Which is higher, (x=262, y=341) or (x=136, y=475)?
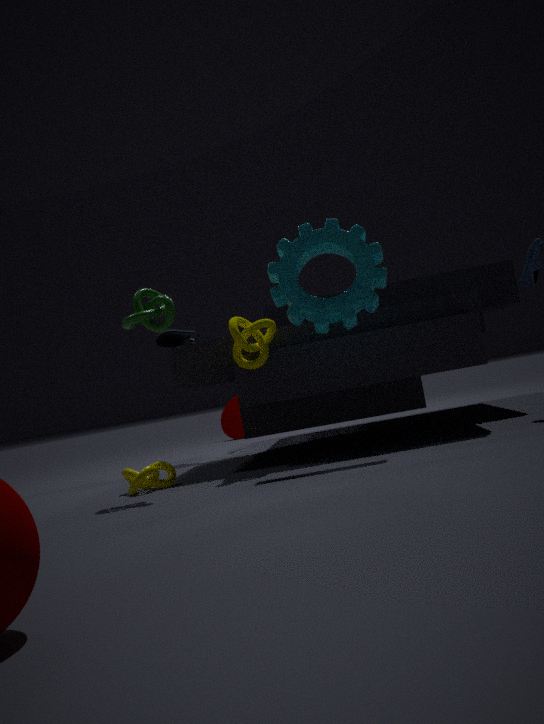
(x=262, y=341)
